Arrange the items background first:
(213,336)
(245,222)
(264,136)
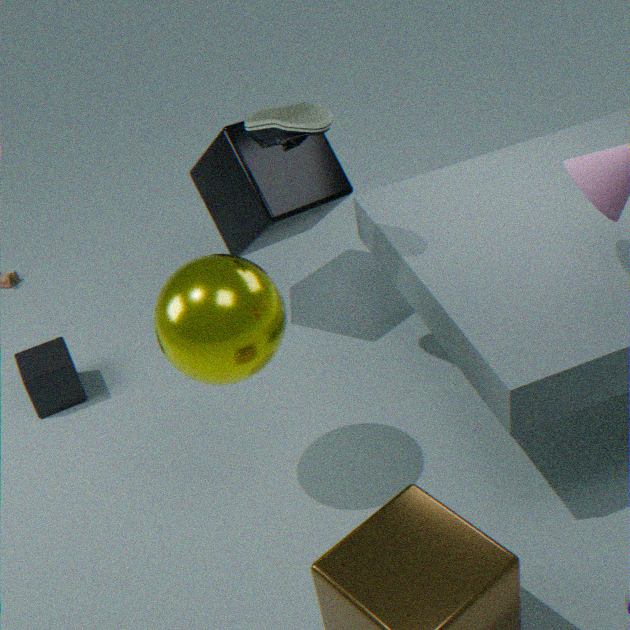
(245,222) < (264,136) < (213,336)
